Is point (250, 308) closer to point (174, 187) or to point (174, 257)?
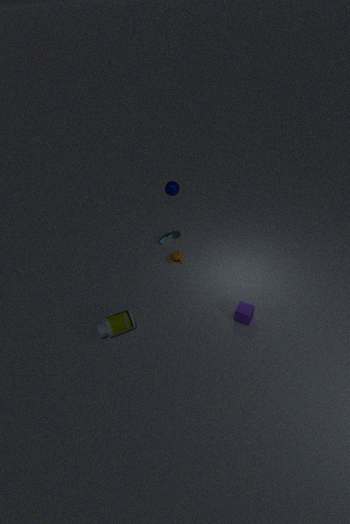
point (174, 257)
